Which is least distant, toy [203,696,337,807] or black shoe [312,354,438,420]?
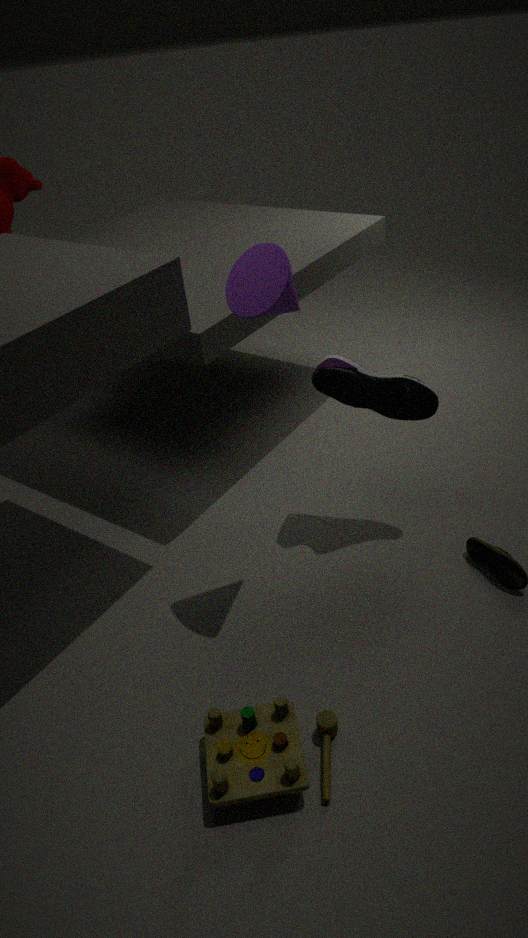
toy [203,696,337,807]
